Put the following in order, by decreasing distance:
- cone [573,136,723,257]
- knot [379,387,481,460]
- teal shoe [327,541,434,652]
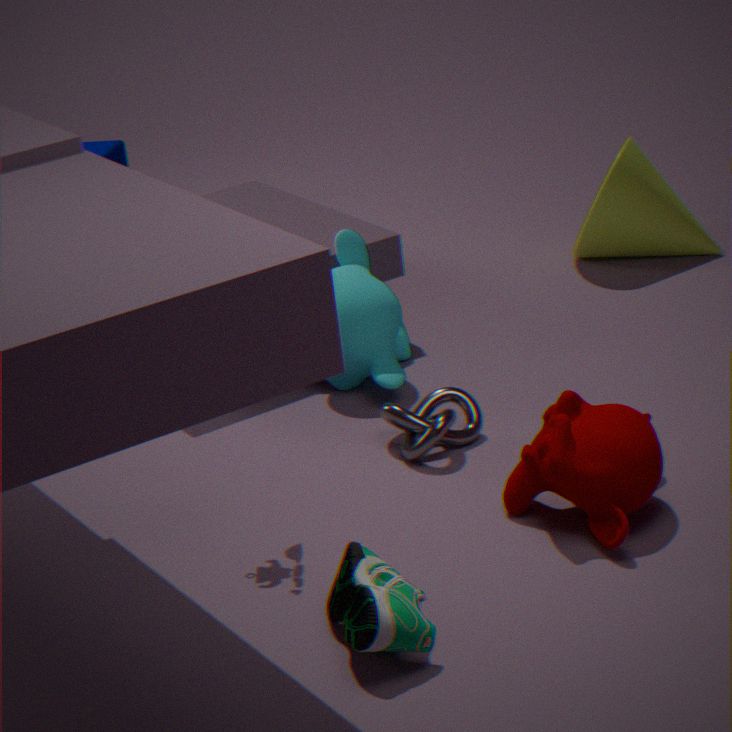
cone [573,136,723,257], knot [379,387,481,460], teal shoe [327,541,434,652]
